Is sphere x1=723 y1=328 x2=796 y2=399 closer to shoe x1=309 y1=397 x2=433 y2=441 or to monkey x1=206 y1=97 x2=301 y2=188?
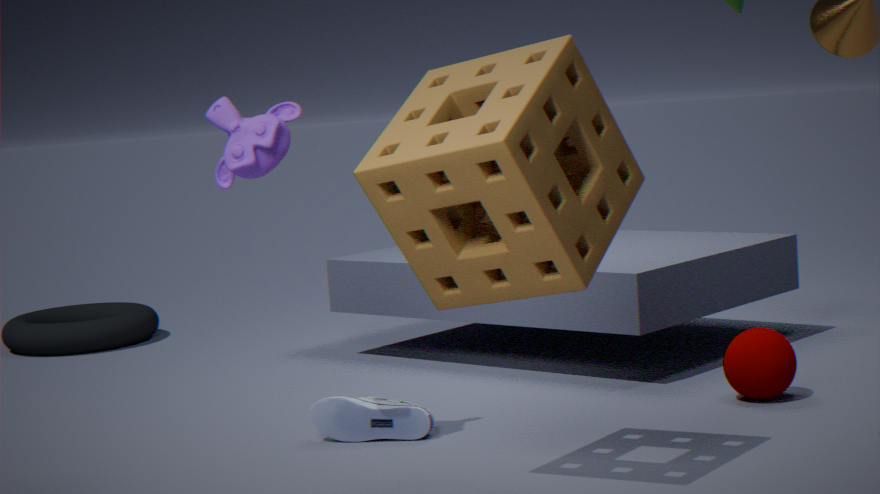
shoe x1=309 y1=397 x2=433 y2=441
